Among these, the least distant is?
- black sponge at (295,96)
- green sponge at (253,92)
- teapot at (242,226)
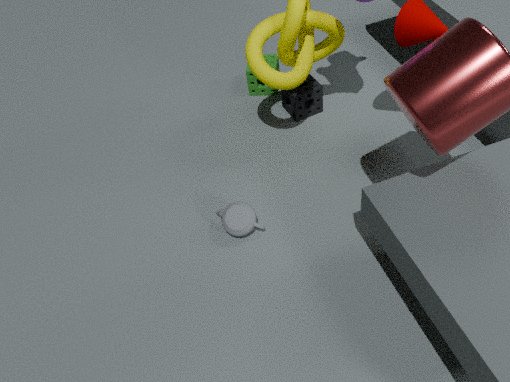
teapot at (242,226)
